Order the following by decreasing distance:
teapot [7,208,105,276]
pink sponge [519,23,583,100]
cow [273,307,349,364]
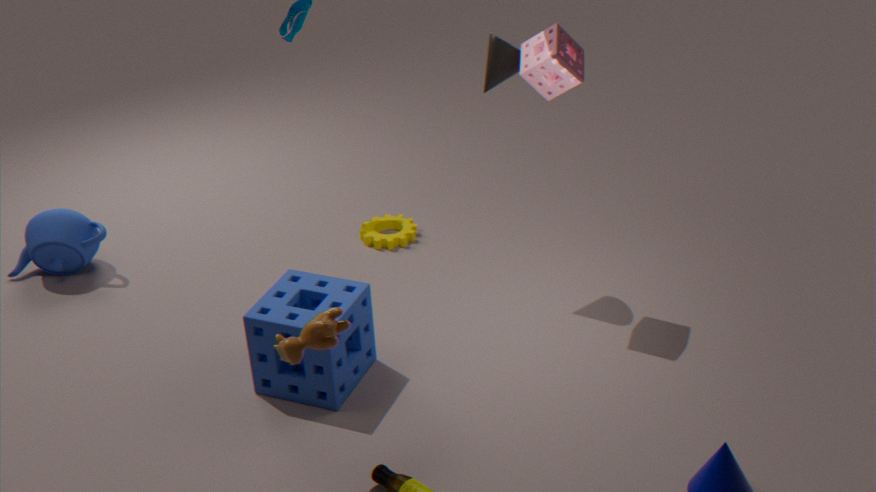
teapot [7,208,105,276], pink sponge [519,23,583,100], cow [273,307,349,364]
